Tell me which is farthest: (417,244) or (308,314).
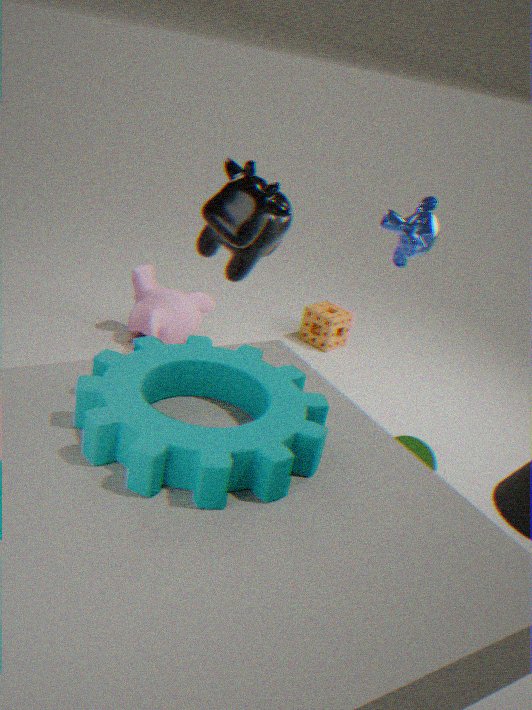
(308,314)
